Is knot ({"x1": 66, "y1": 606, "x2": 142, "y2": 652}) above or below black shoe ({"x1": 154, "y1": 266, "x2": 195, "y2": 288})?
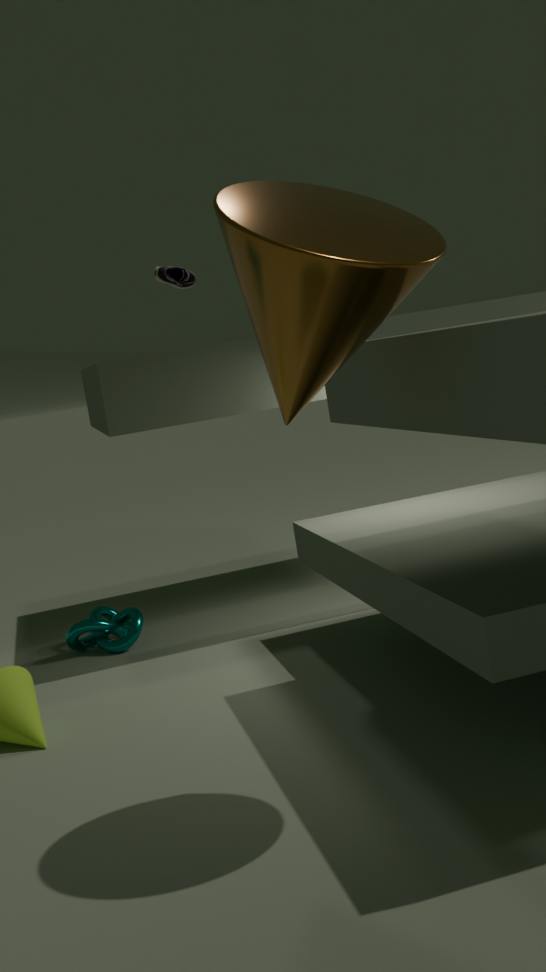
below
